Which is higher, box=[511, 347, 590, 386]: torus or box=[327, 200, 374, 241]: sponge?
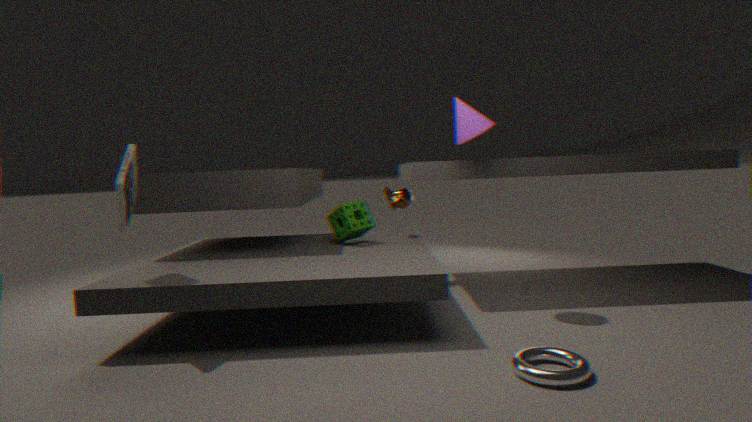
box=[327, 200, 374, 241]: sponge
